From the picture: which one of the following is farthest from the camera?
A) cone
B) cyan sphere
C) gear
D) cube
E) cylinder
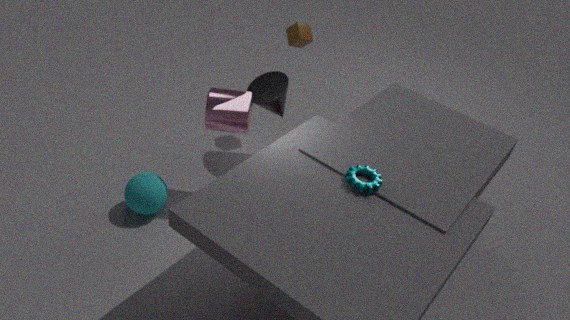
cube
